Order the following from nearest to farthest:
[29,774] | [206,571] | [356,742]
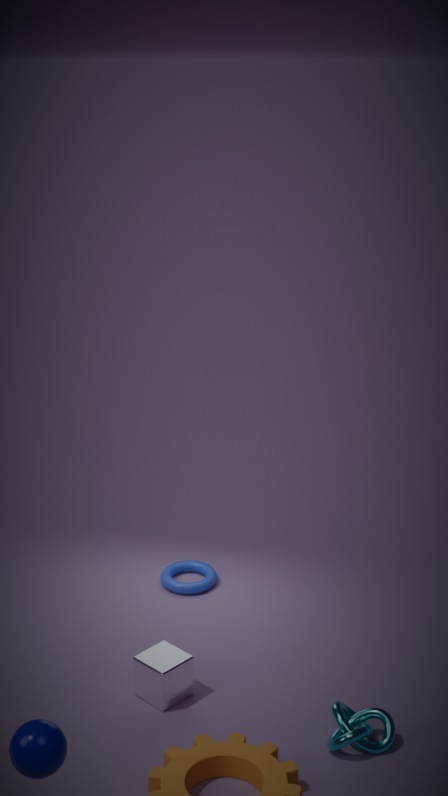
1. [29,774]
2. [356,742]
3. [206,571]
